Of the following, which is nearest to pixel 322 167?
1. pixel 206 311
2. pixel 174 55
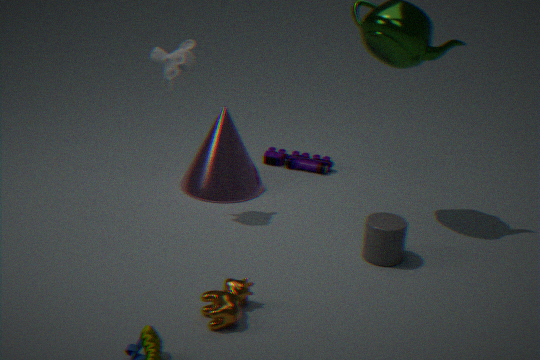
pixel 174 55
